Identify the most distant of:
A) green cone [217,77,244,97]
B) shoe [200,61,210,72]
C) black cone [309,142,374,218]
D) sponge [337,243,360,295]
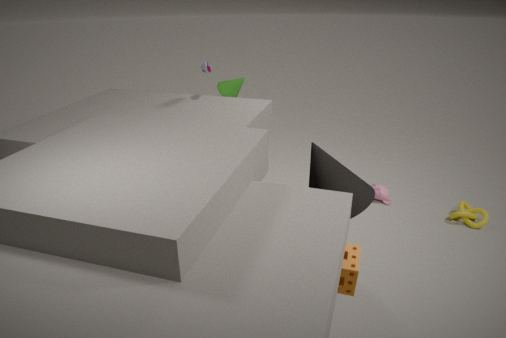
green cone [217,77,244,97]
